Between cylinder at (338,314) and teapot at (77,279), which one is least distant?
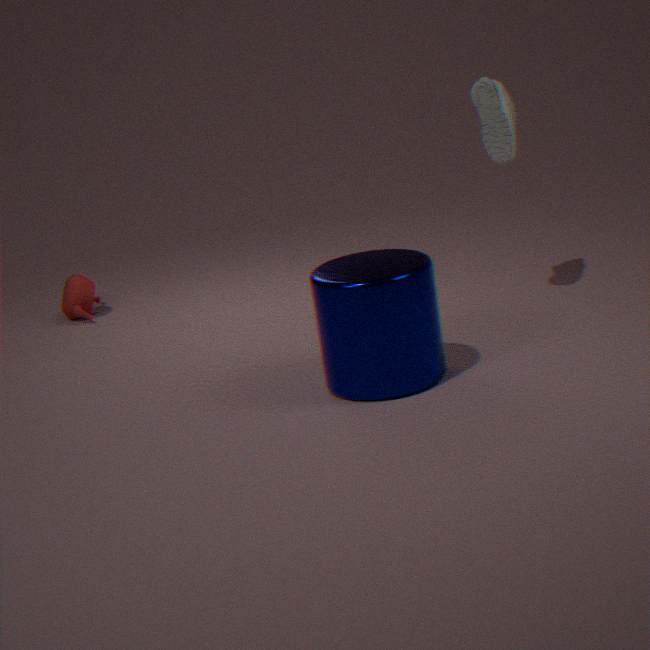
cylinder at (338,314)
